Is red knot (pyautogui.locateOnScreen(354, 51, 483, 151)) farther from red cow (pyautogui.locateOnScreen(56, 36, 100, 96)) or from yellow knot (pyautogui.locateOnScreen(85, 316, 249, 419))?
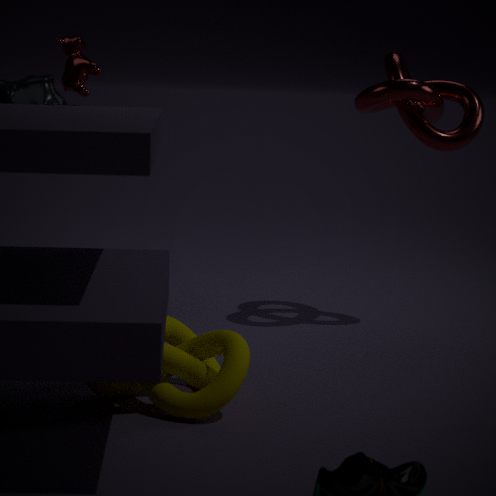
yellow knot (pyautogui.locateOnScreen(85, 316, 249, 419))
